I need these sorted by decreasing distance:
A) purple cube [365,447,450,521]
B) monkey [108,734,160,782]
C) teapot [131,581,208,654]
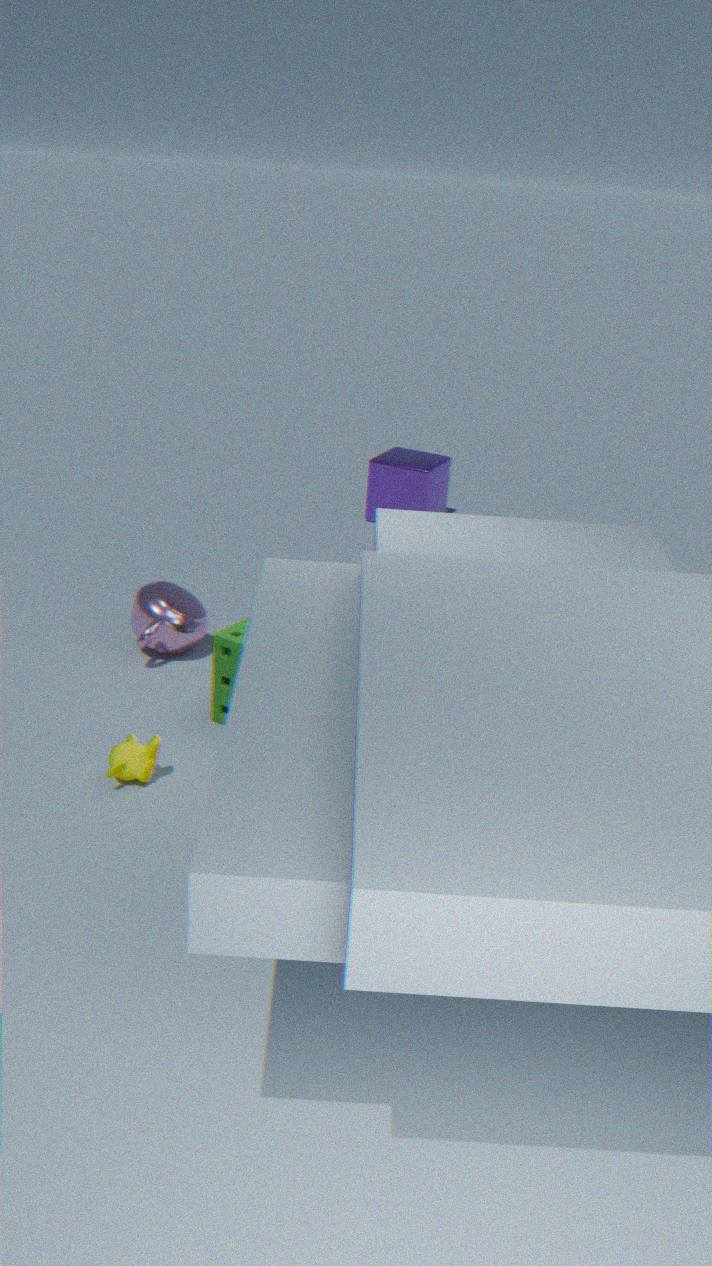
purple cube [365,447,450,521] < teapot [131,581,208,654] < monkey [108,734,160,782]
